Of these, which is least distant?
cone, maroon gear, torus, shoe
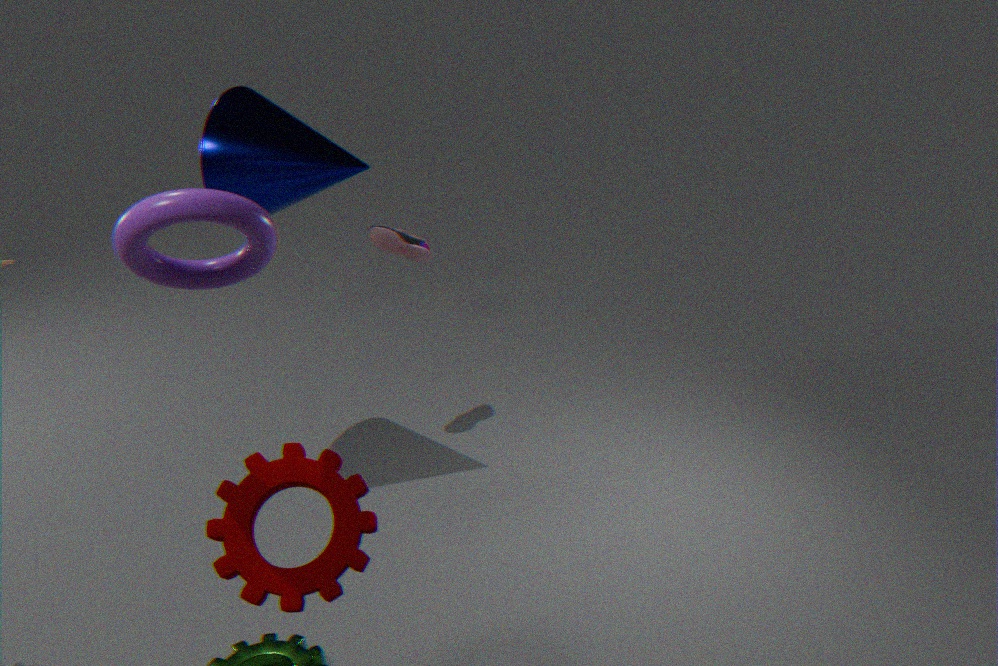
torus
